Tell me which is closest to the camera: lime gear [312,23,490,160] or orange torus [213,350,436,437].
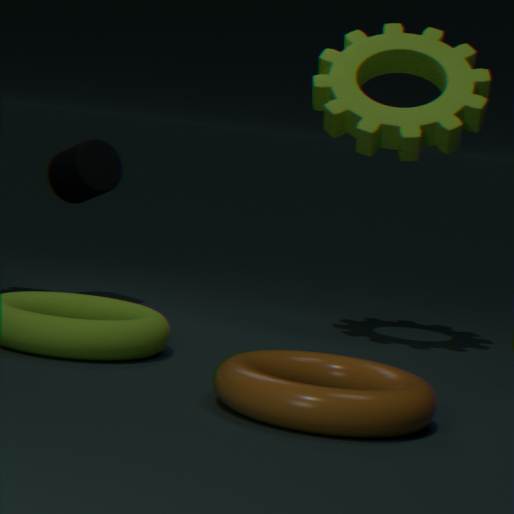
orange torus [213,350,436,437]
